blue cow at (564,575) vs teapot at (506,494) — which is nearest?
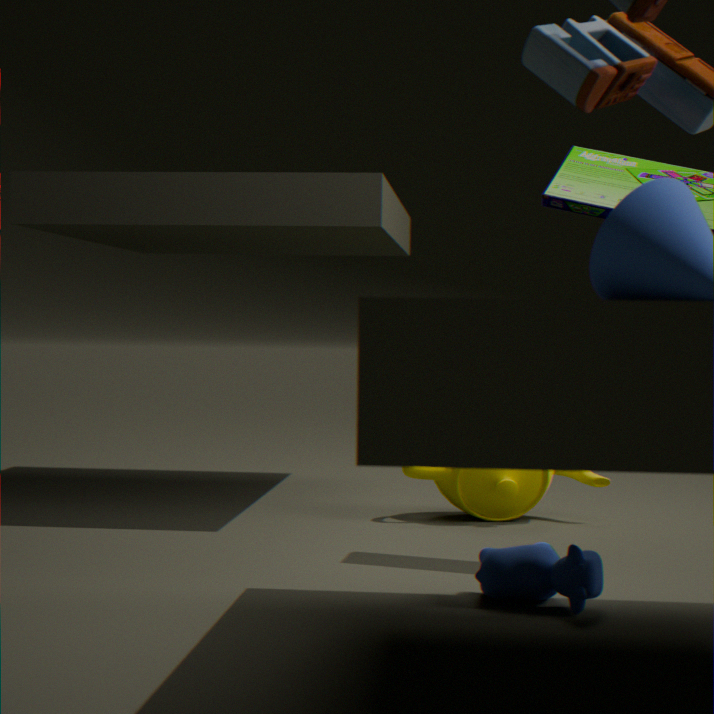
blue cow at (564,575)
